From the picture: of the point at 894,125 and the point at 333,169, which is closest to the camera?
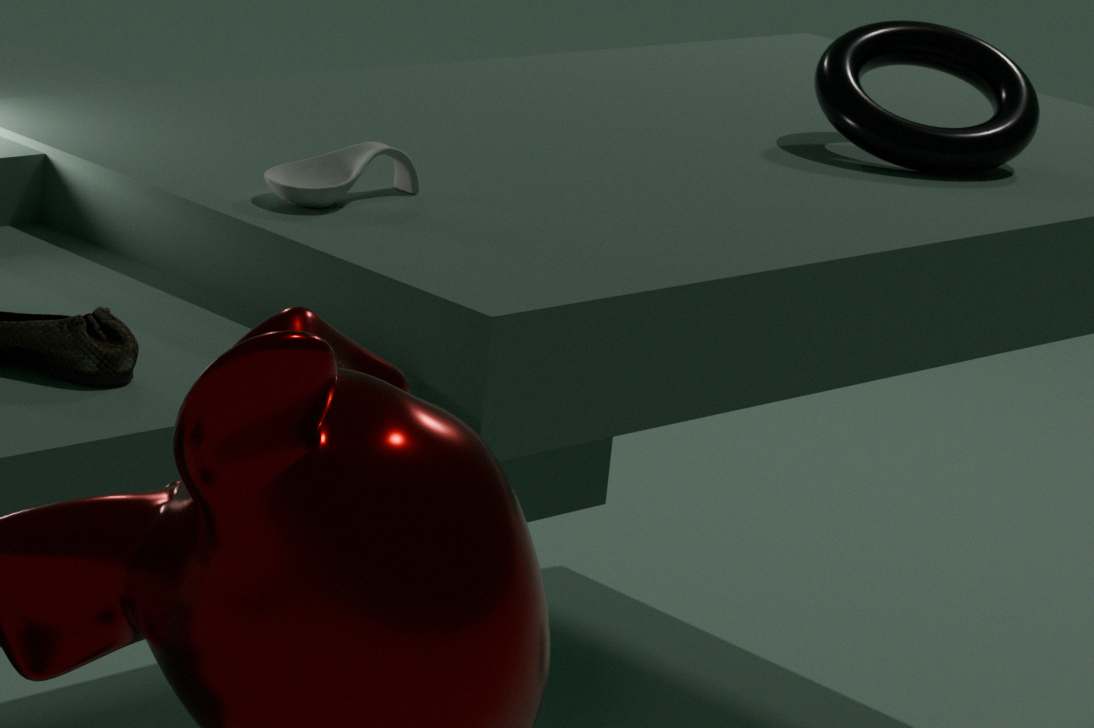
the point at 333,169
